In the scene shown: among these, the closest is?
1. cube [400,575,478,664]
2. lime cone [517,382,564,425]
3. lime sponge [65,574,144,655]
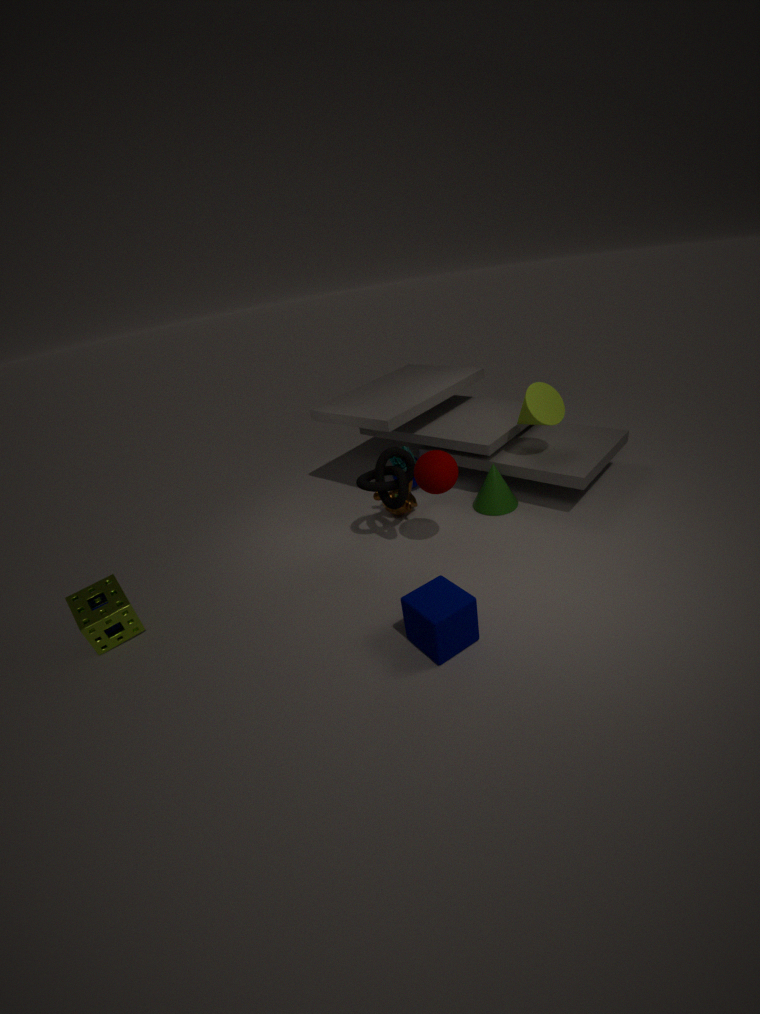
cube [400,575,478,664]
